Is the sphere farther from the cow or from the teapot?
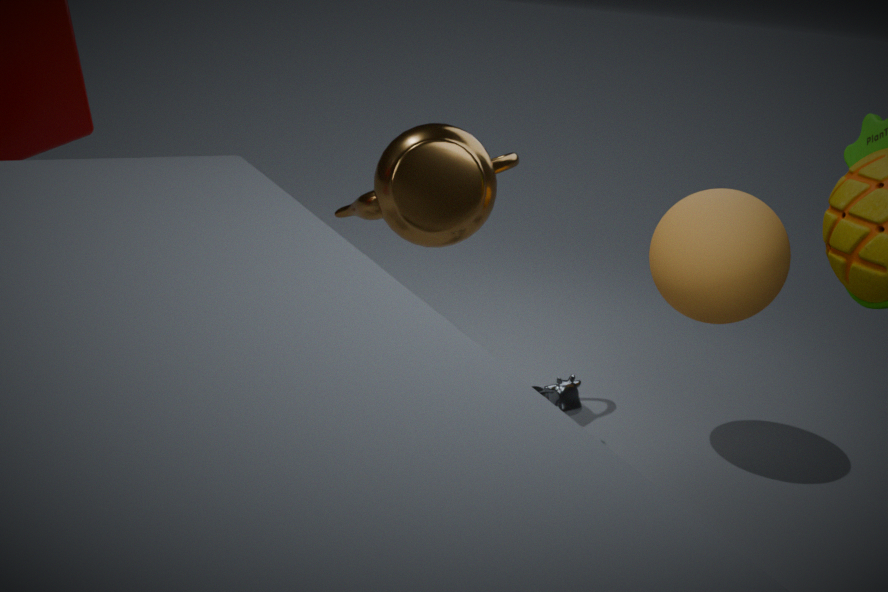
the teapot
